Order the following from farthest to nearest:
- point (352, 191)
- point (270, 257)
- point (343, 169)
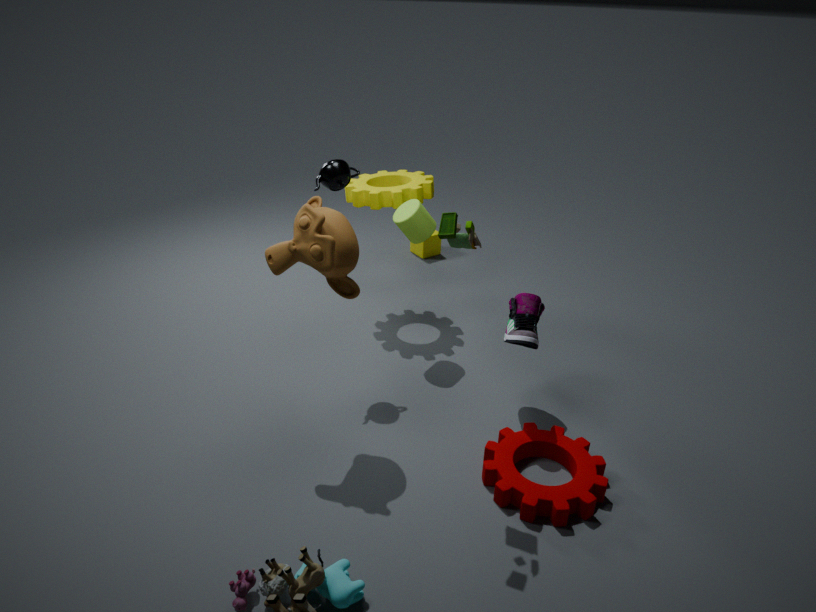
point (352, 191)
point (343, 169)
point (270, 257)
